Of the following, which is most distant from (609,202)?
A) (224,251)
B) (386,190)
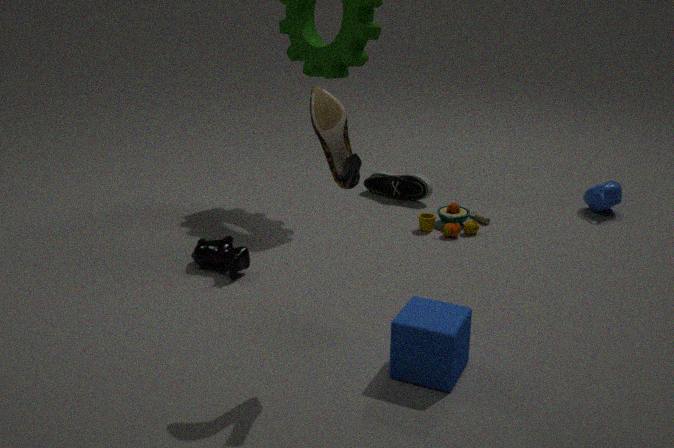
(224,251)
